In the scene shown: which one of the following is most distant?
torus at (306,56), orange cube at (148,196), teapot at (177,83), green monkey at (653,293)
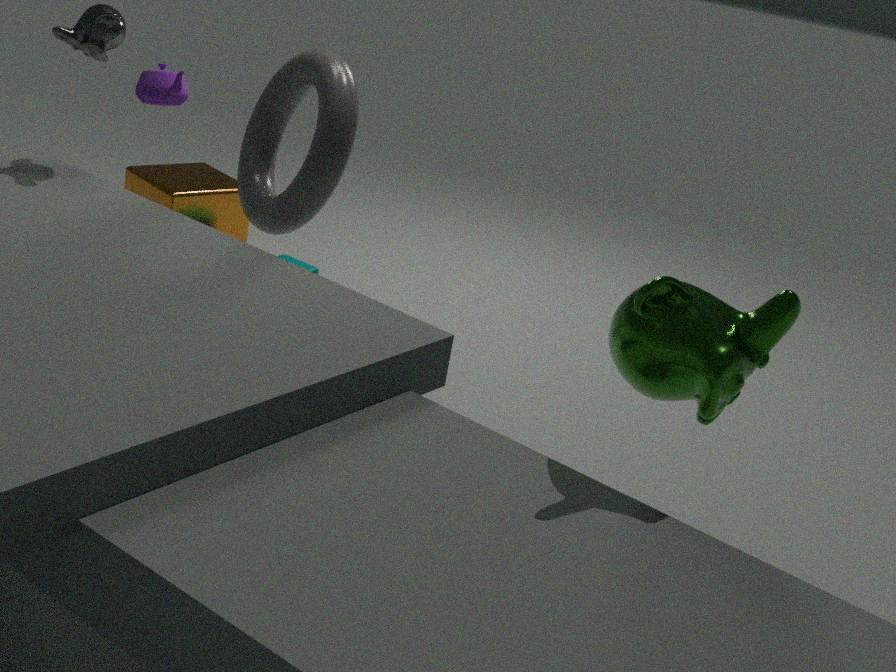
orange cube at (148,196)
